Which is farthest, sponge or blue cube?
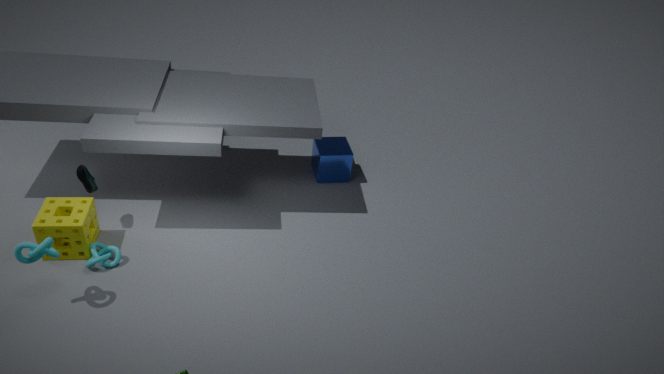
blue cube
